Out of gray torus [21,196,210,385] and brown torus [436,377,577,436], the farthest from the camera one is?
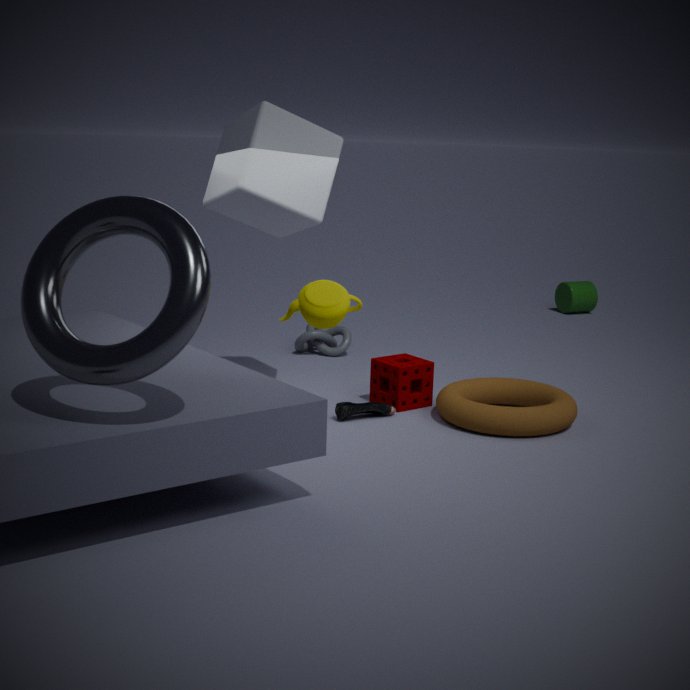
brown torus [436,377,577,436]
